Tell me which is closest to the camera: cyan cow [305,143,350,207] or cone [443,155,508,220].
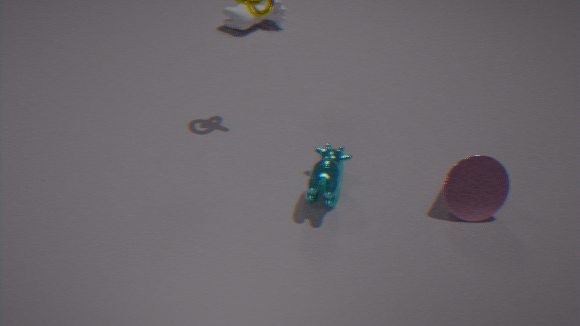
cyan cow [305,143,350,207]
